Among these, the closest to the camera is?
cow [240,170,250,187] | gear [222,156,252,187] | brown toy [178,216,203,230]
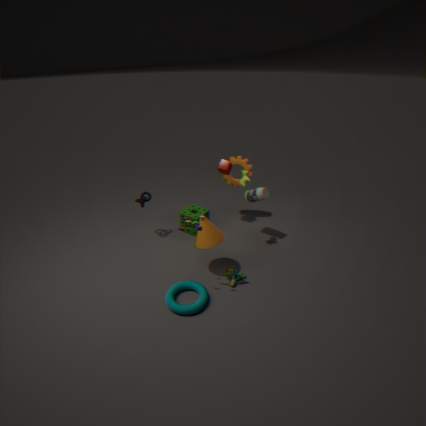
brown toy [178,216,203,230]
